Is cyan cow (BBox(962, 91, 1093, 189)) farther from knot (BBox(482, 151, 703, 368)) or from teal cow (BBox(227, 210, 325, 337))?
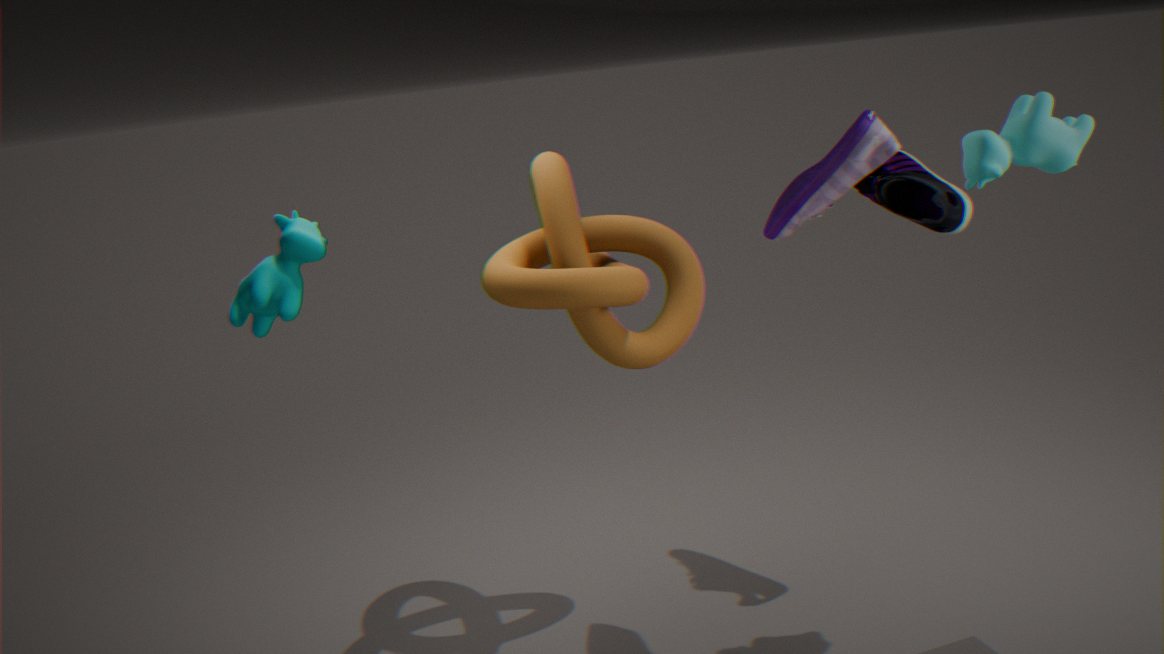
teal cow (BBox(227, 210, 325, 337))
